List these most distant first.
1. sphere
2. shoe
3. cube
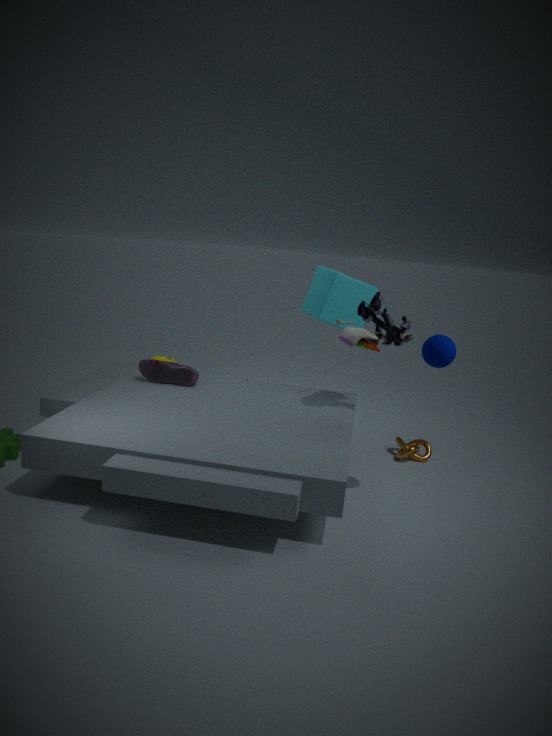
shoe → cube → sphere
